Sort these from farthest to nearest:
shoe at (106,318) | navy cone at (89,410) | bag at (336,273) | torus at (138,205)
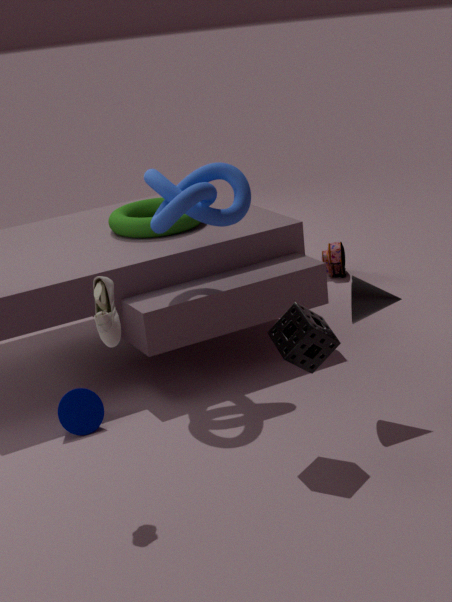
1. bag at (336,273)
2. torus at (138,205)
3. navy cone at (89,410)
4. shoe at (106,318)
